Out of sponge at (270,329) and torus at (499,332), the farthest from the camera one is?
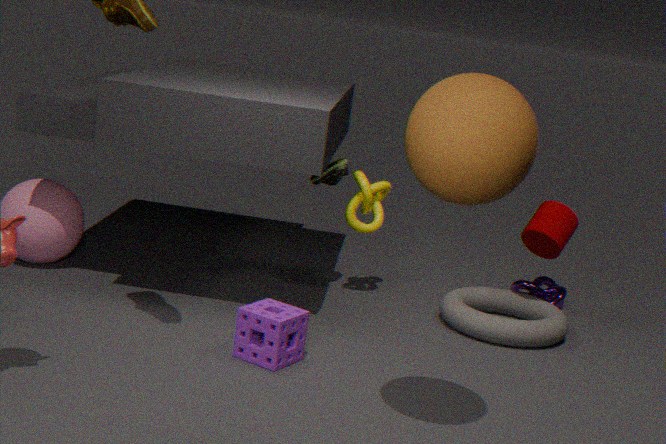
torus at (499,332)
